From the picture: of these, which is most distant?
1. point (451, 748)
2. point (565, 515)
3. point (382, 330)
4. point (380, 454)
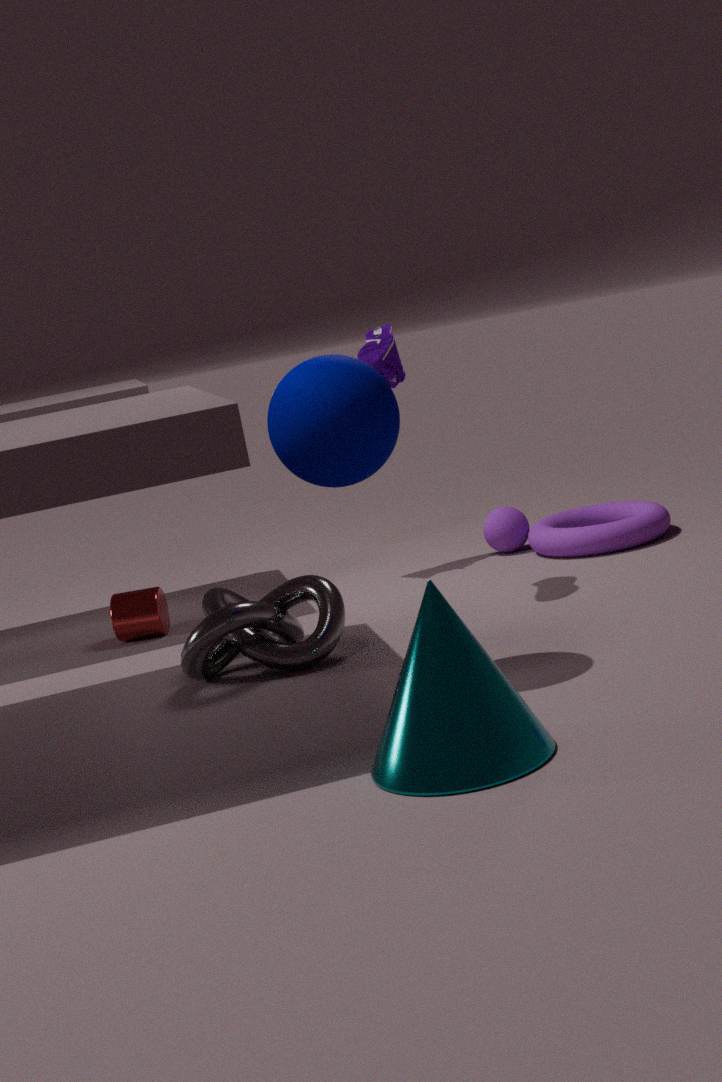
point (565, 515)
